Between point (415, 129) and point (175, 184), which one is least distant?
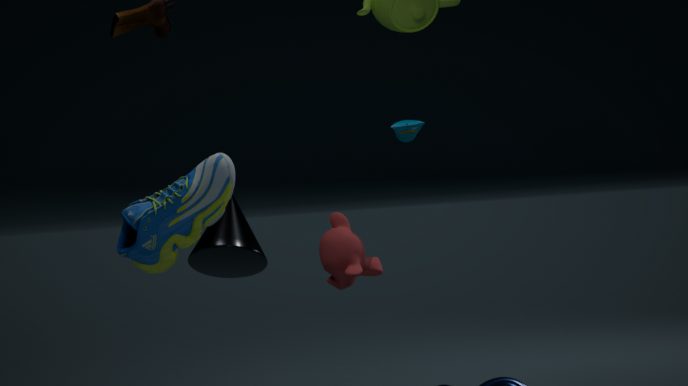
point (175, 184)
